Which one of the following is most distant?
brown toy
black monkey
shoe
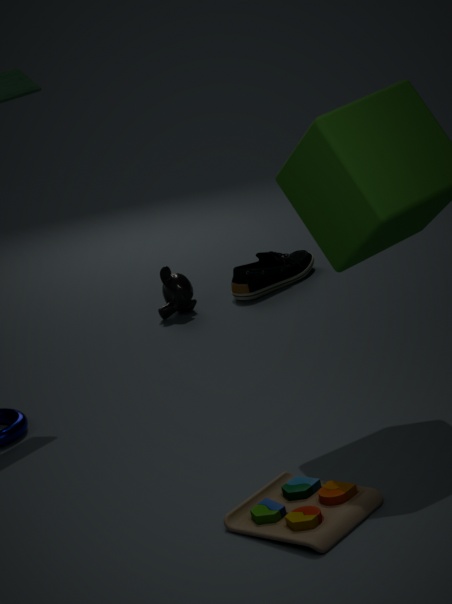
shoe
